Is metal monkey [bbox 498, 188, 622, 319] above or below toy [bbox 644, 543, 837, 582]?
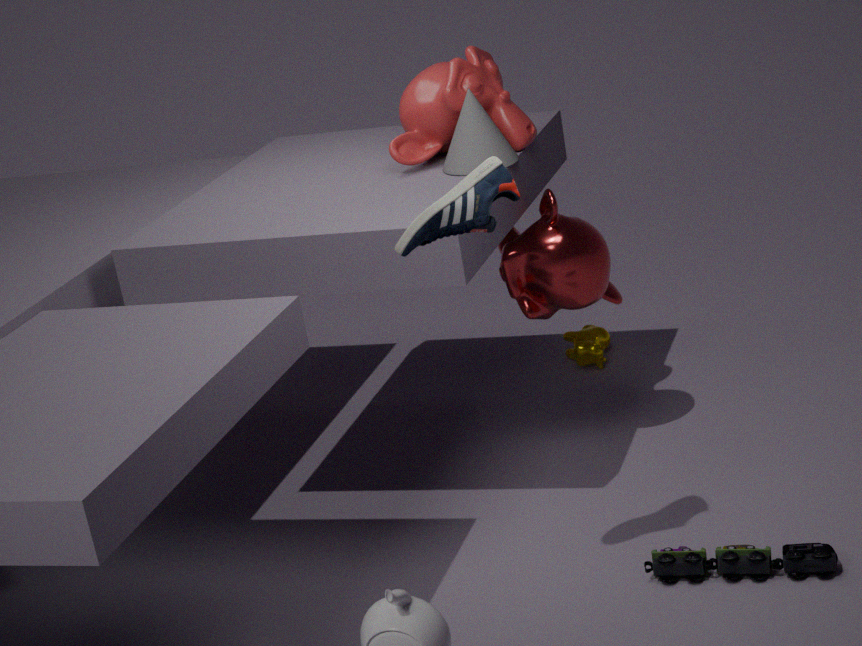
above
